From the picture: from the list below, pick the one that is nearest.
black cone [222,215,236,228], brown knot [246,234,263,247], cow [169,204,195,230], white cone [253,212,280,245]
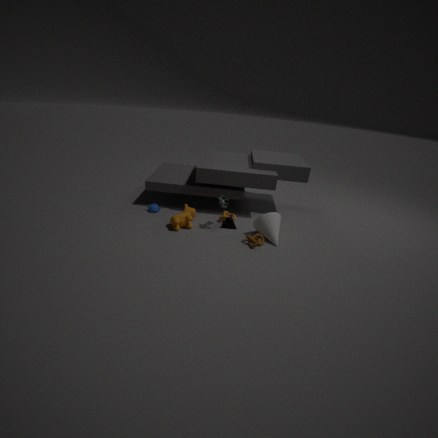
brown knot [246,234,263,247]
